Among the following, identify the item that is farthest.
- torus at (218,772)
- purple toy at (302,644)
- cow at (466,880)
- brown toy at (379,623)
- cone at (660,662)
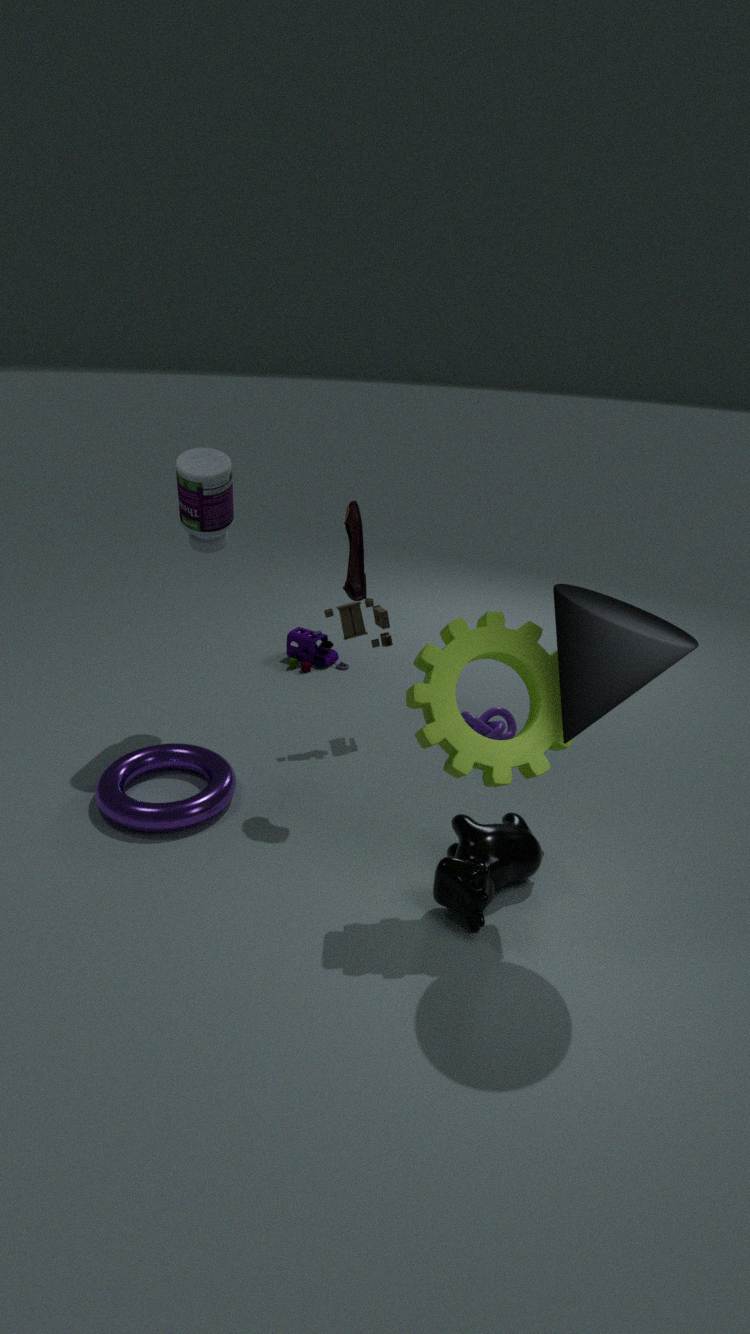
purple toy at (302,644)
